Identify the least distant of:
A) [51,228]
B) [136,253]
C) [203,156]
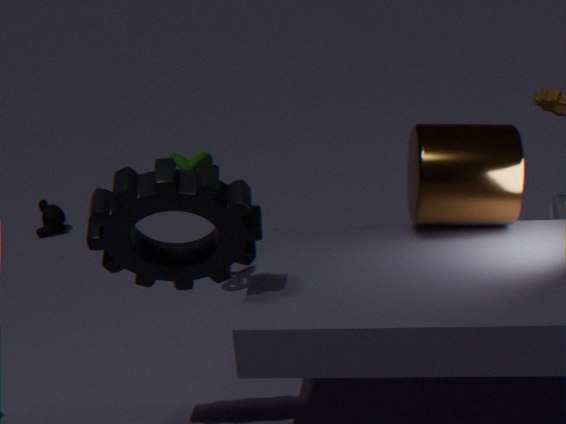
[136,253]
